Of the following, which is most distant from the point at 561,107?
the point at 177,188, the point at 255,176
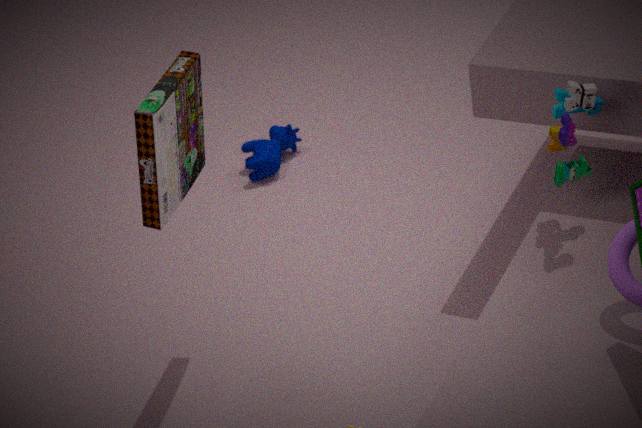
the point at 255,176
